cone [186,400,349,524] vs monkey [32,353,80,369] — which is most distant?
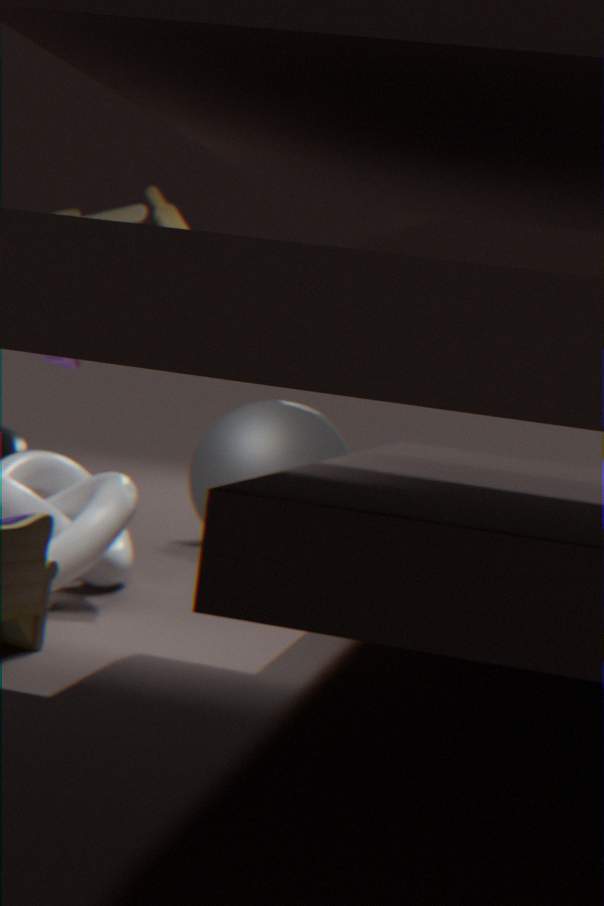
cone [186,400,349,524]
